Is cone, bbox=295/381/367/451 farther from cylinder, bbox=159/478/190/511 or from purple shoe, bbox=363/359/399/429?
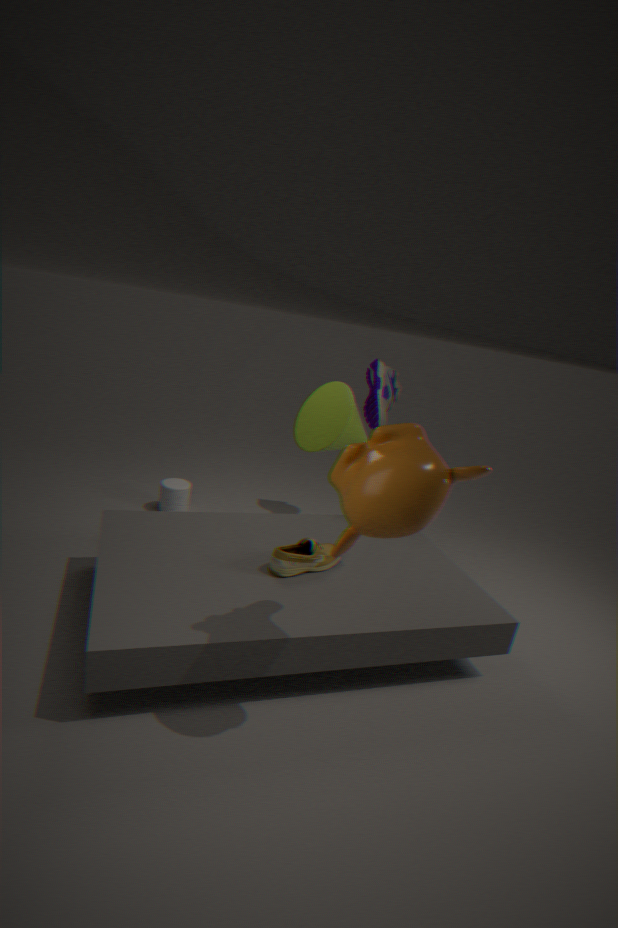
cylinder, bbox=159/478/190/511
